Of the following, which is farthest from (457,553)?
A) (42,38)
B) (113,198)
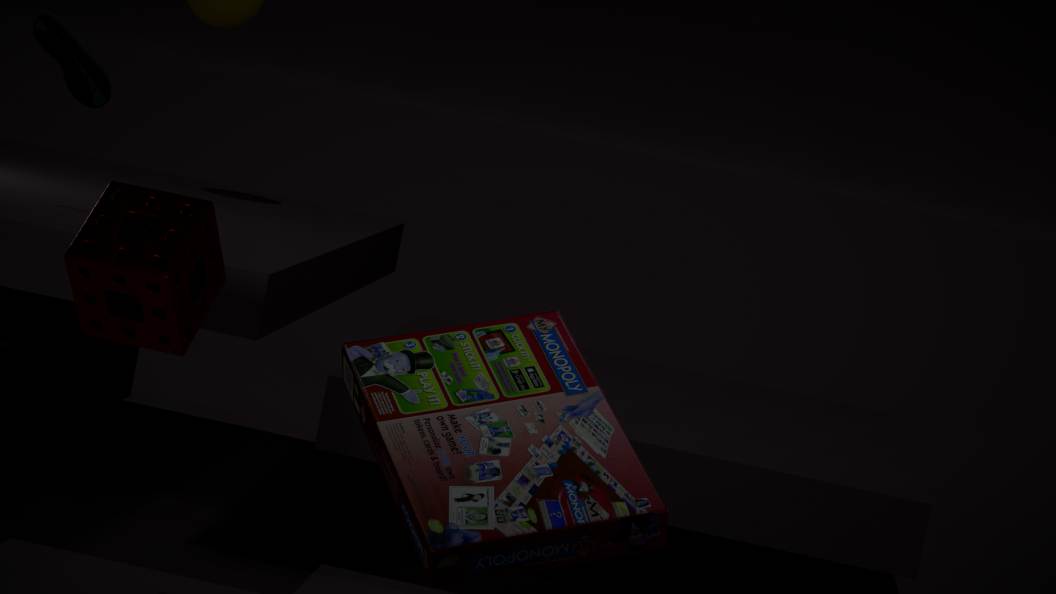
(42,38)
